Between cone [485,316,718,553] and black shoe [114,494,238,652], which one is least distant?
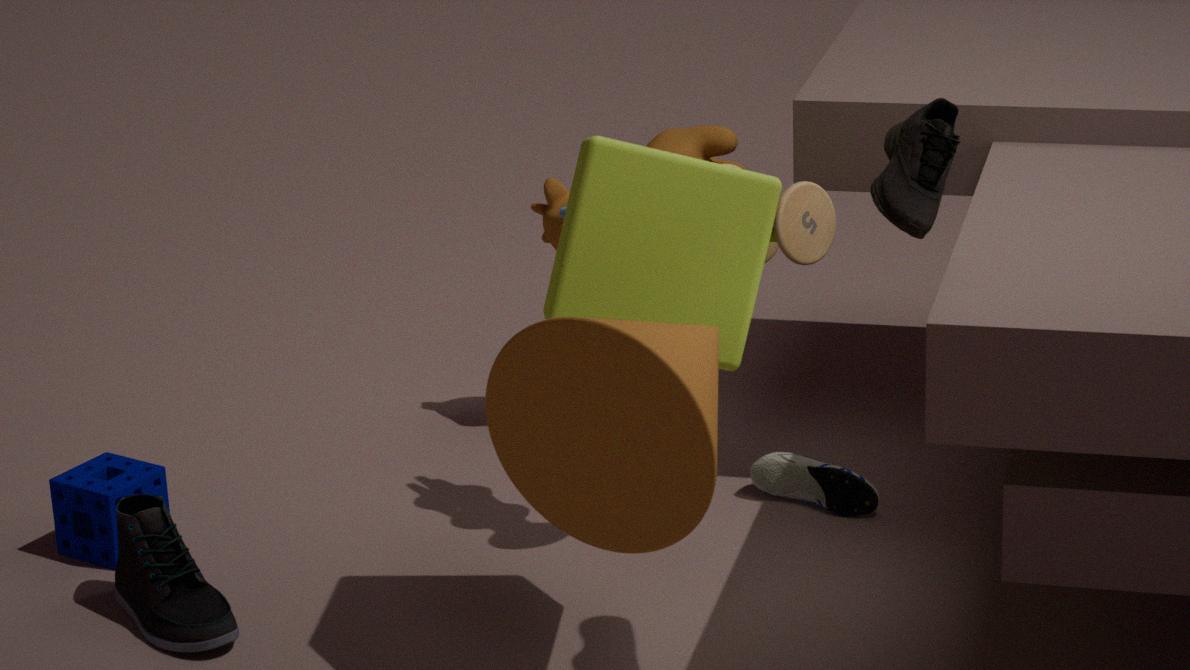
cone [485,316,718,553]
